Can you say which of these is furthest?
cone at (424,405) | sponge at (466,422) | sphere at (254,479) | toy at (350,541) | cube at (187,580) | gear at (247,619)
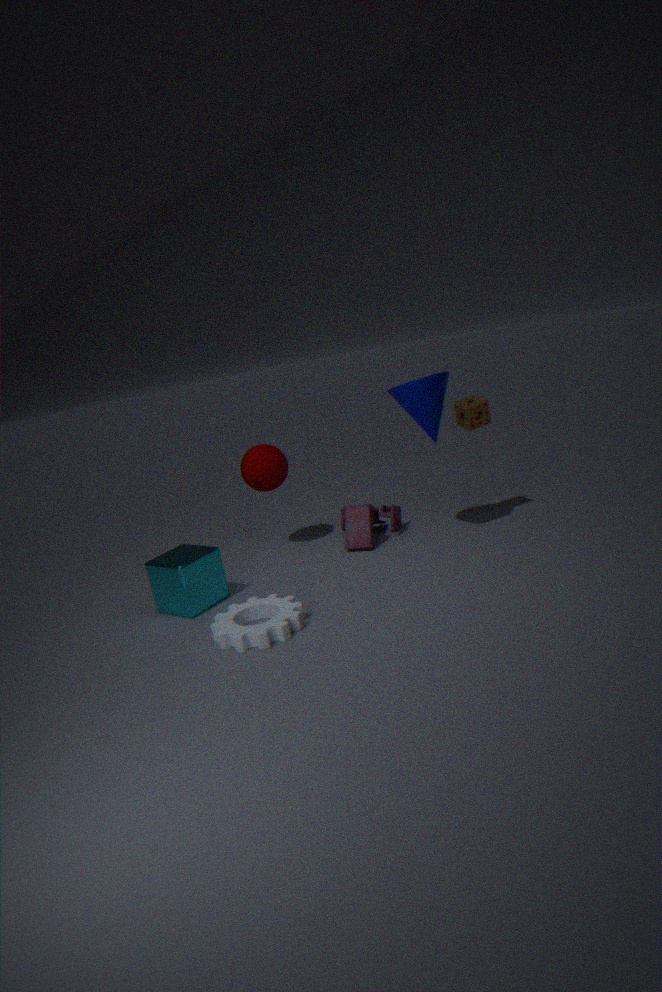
A: sphere at (254,479)
